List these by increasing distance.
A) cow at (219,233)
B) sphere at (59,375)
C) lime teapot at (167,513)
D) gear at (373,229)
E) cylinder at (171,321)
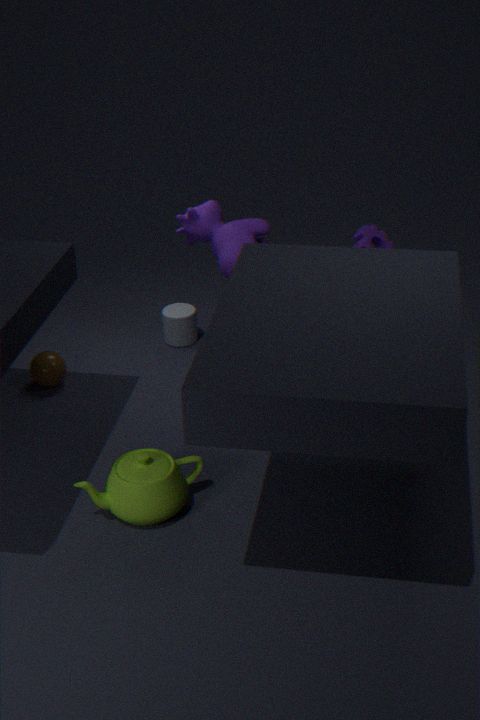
lime teapot at (167,513) < gear at (373,229) < cow at (219,233) < sphere at (59,375) < cylinder at (171,321)
